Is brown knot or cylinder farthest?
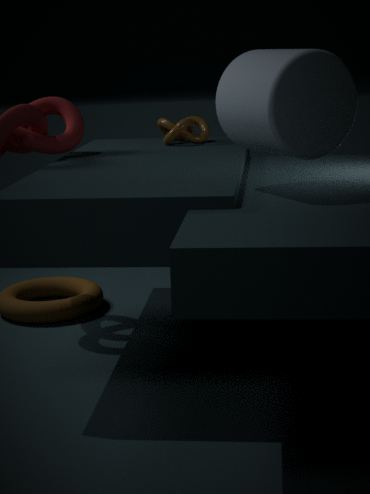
brown knot
